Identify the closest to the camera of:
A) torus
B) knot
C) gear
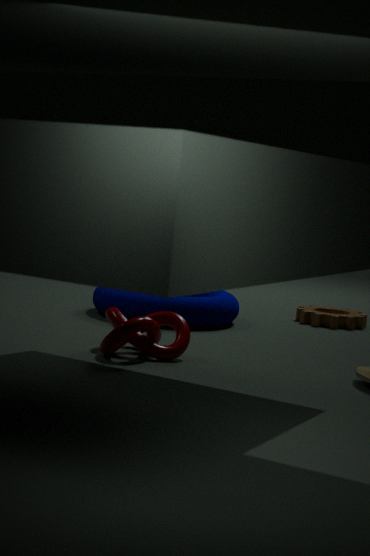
knot
